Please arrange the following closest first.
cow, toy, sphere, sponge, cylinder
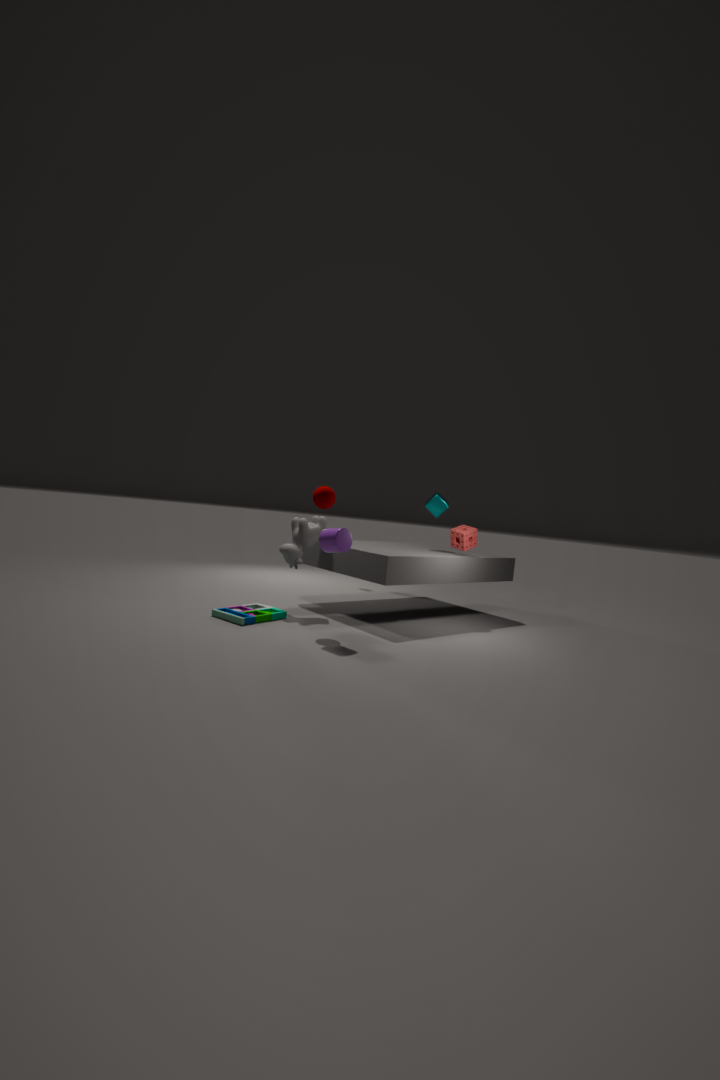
cylinder < toy < sphere < cow < sponge
